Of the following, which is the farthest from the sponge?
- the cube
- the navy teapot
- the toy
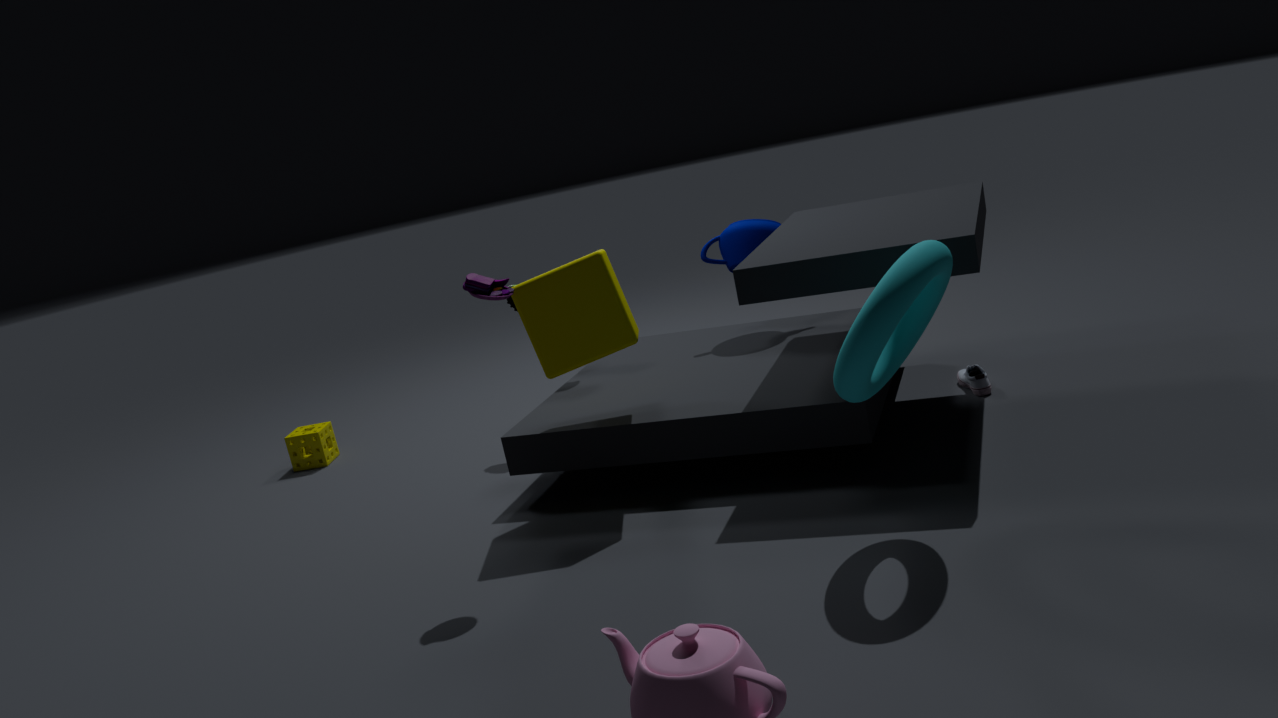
the toy
